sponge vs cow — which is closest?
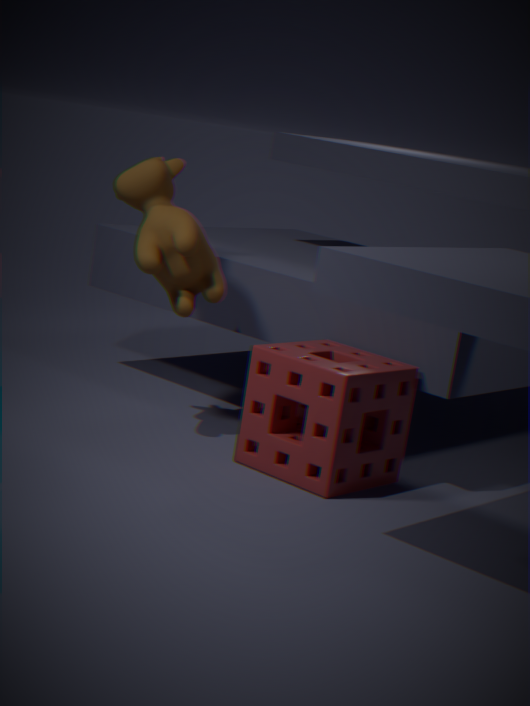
sponge
